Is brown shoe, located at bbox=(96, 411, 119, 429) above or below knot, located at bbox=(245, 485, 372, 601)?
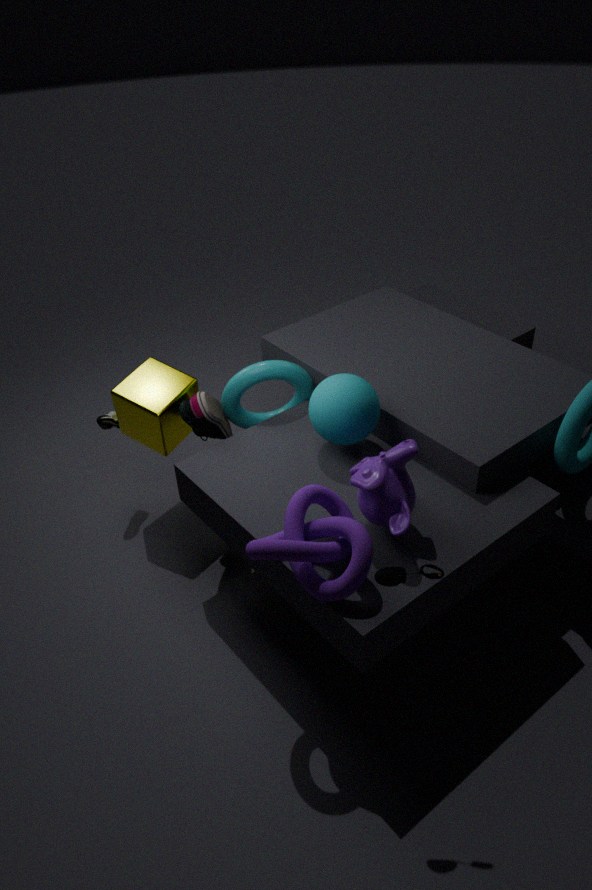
below
